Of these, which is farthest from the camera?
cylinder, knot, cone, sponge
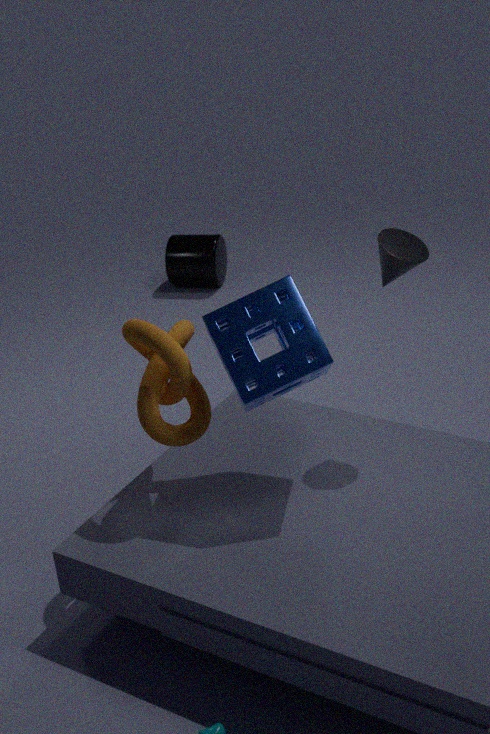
cylinder
